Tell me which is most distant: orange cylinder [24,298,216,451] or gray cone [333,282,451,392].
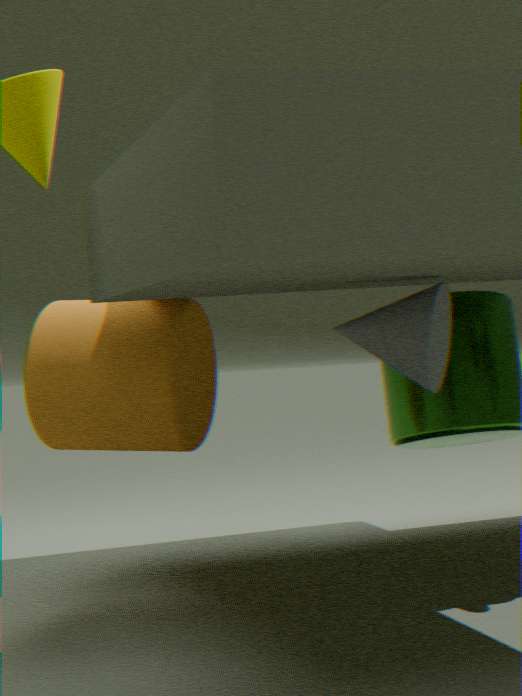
orange cylinder [24,298,216,451]
